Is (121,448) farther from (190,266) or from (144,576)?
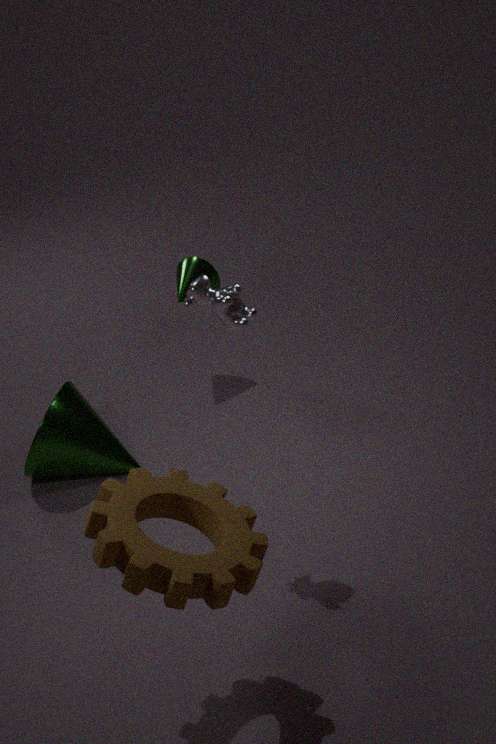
(144,576)
